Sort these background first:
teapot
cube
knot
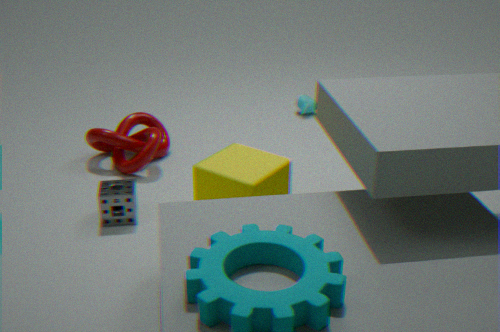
1. teapot
2. knot
3. cube
